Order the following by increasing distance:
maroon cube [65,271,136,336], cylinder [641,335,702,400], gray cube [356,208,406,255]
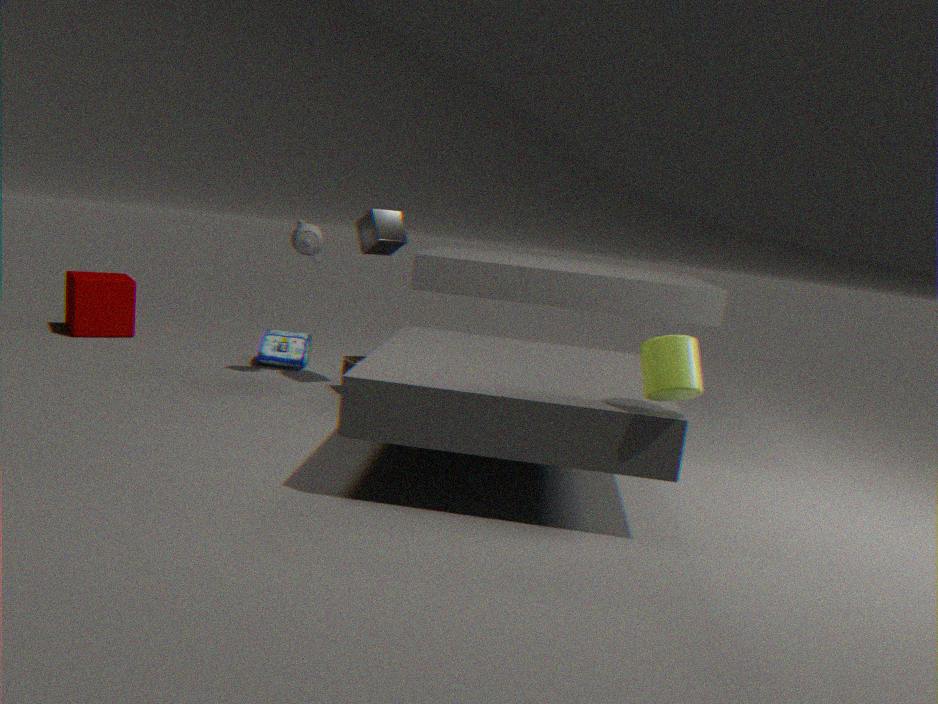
cylinder [641,335,702,400] → gray cube [356,208,406,255] → maroon cube [65,271,136,336]
